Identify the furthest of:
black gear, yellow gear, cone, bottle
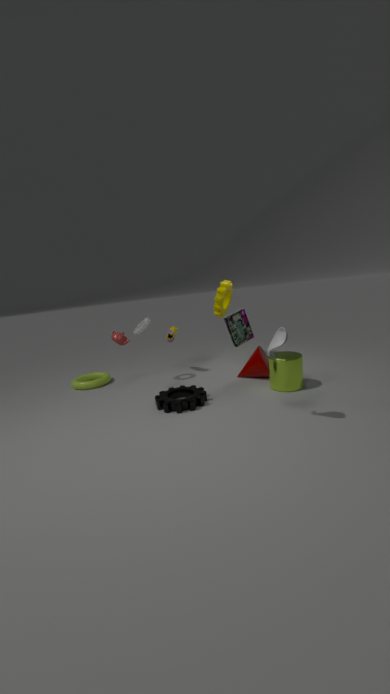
yellow gear
